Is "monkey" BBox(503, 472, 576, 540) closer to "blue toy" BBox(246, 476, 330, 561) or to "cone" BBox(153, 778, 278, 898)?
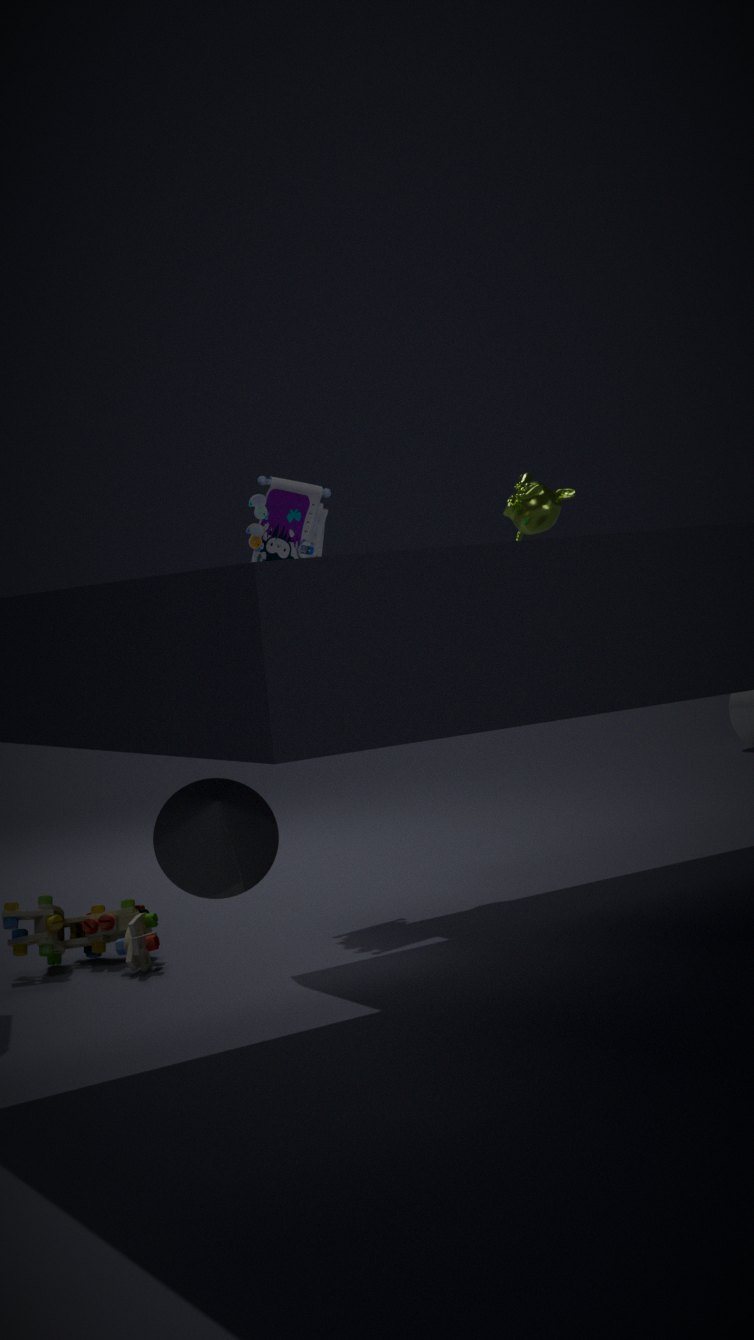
"blue toy" BBox(246, 476, 330, 561)
